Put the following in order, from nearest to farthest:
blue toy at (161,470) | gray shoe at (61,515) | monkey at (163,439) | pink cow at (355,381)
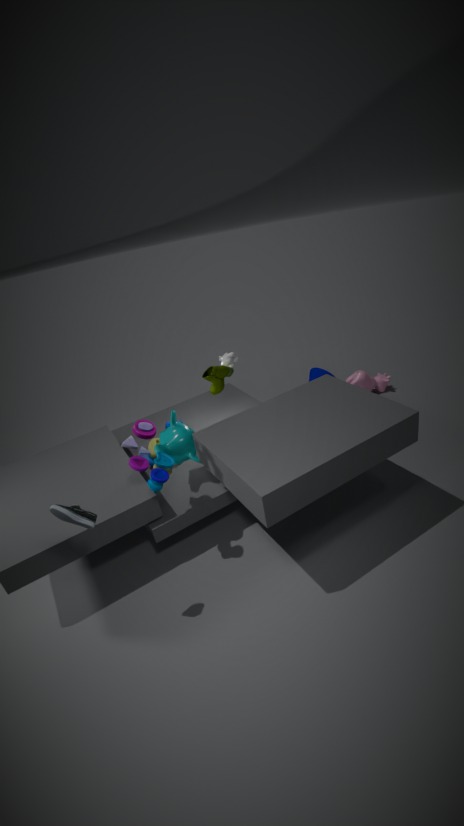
1. gray shoe at (61,515)
2. blue toy at (161,470)
3. monkey at (163,439)
4. pink cow at (355,381)
